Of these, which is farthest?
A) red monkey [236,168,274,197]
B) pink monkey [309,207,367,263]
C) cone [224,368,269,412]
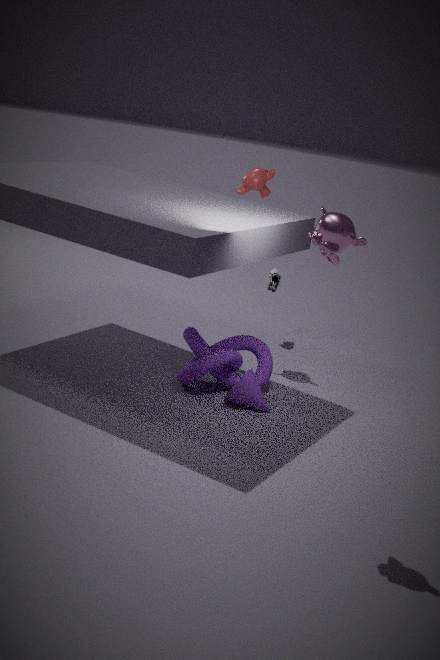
red monkey [236,168,274,197]
